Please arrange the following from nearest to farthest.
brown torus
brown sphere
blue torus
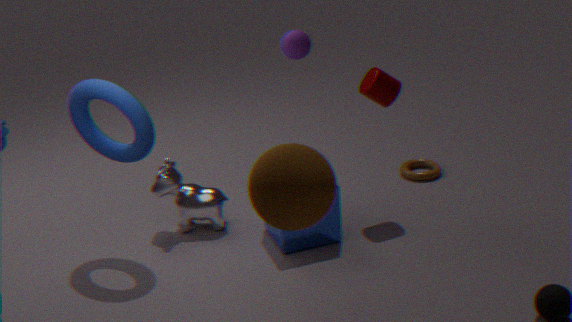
1. brown sphere
2. blue torus
3. brown torus
